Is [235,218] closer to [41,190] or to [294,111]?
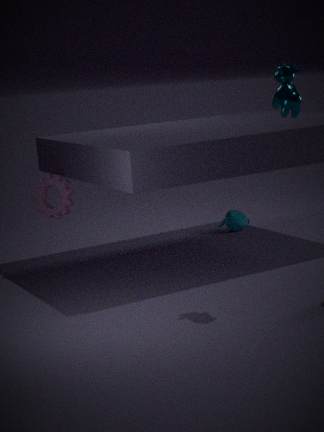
[41,190]
